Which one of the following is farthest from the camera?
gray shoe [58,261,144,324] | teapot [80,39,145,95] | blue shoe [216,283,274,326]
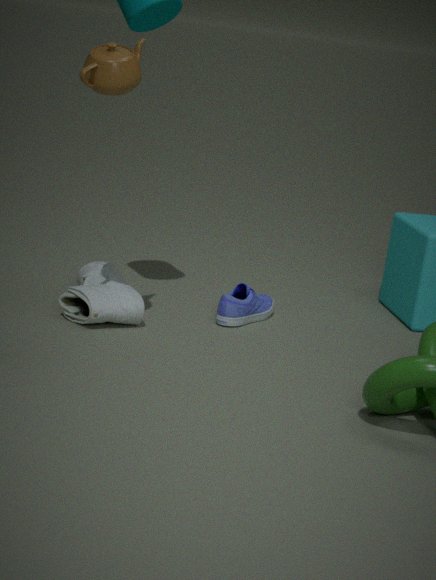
blue shoe [216,283,274,326]
